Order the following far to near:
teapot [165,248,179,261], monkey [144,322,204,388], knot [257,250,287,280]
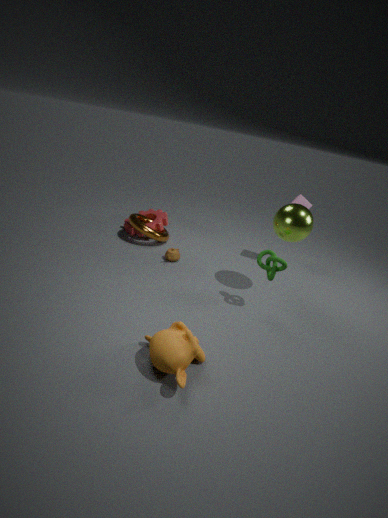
teapot [165,248,179,261], knot [257,250,287,280], monkey [144,322,204,388]
